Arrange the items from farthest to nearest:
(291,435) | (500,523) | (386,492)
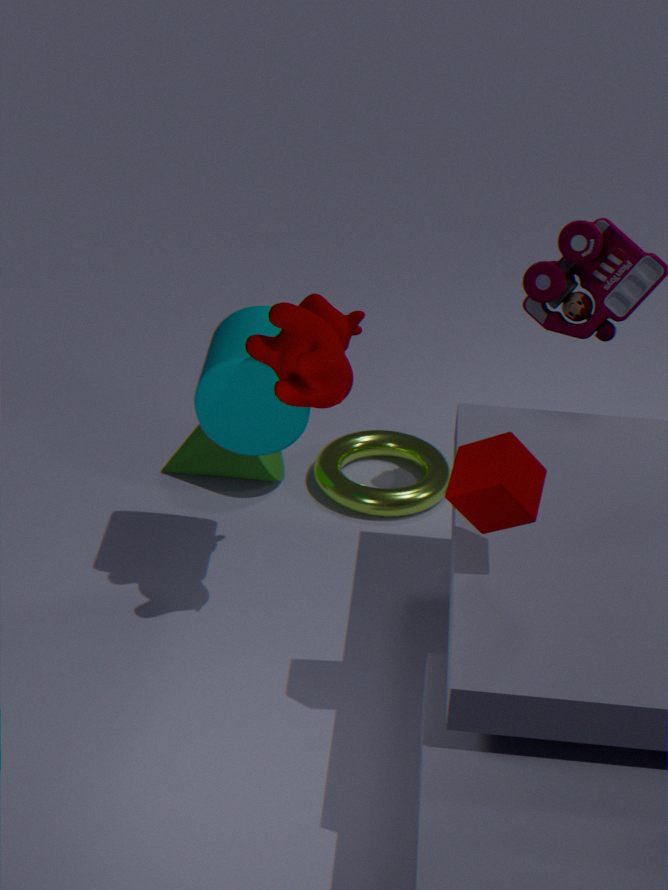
(386,492) < (291,435) < (500,523)
